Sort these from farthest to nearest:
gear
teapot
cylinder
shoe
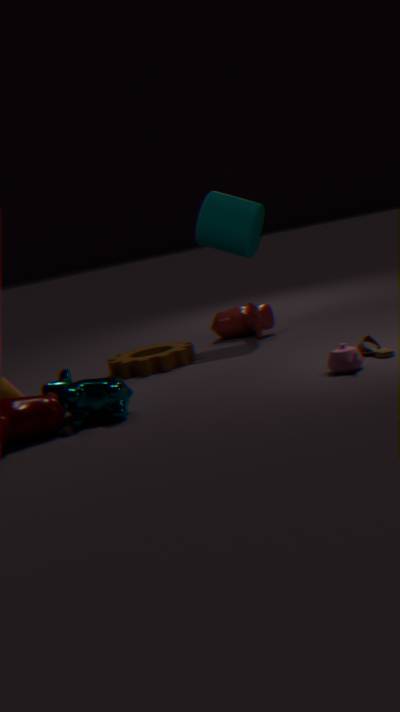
1. cylinder
2. gear
3. shoe
4. teapot
